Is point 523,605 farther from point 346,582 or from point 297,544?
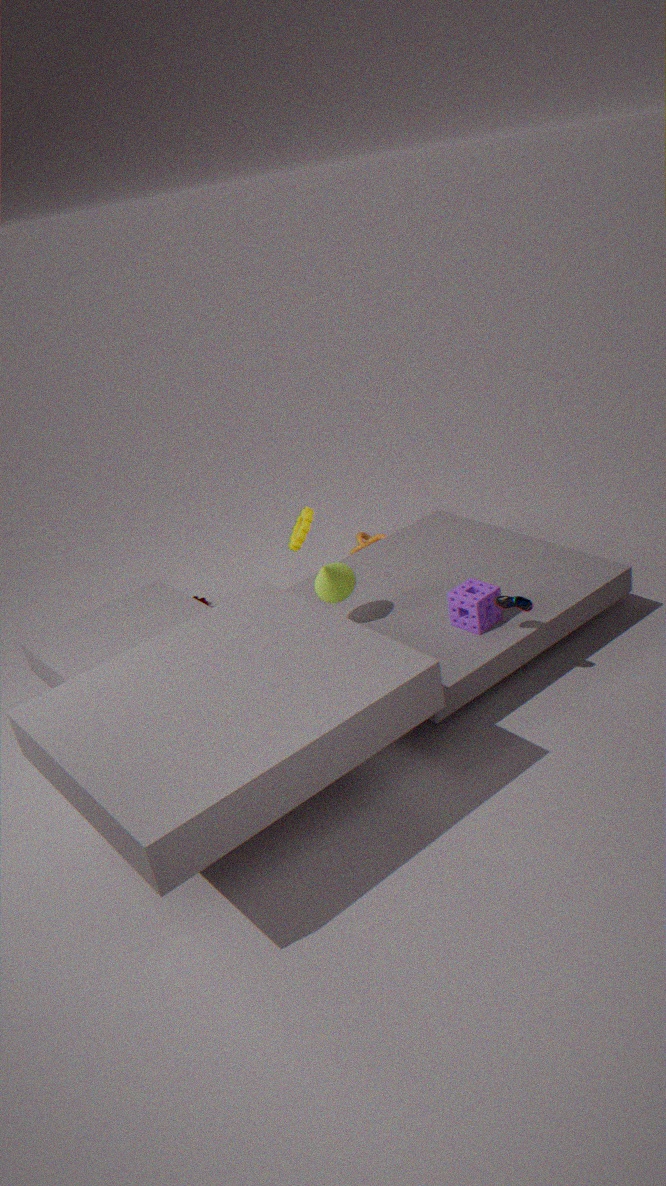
point 297,544
